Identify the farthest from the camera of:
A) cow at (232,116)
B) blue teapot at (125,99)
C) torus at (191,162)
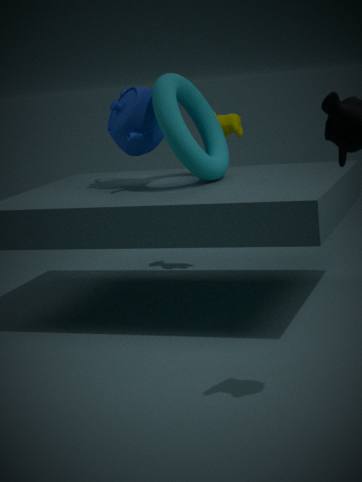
cow at (232,116)
